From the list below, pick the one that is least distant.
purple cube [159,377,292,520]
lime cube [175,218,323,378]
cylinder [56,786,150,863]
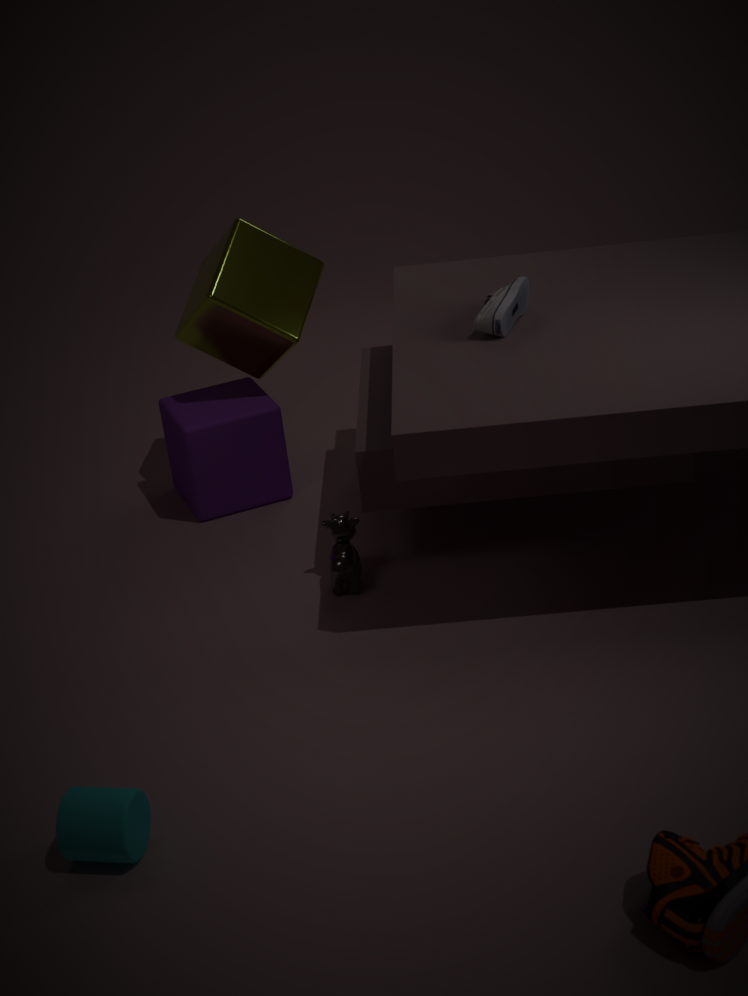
cylinder [56,786,150,863]
